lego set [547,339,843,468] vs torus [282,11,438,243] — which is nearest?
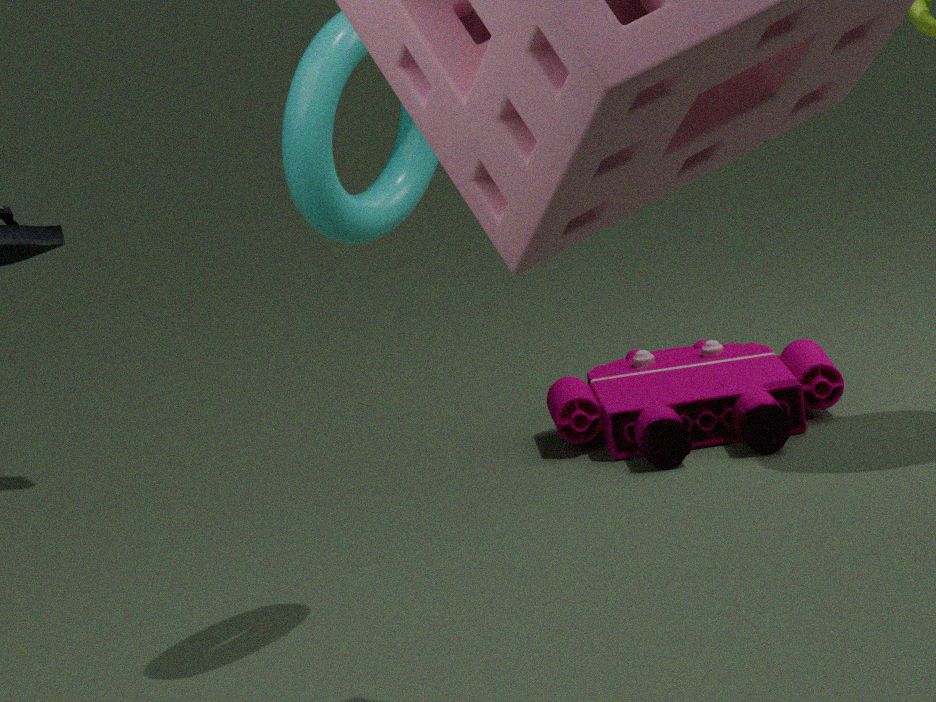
torus [282,11,438,243]
